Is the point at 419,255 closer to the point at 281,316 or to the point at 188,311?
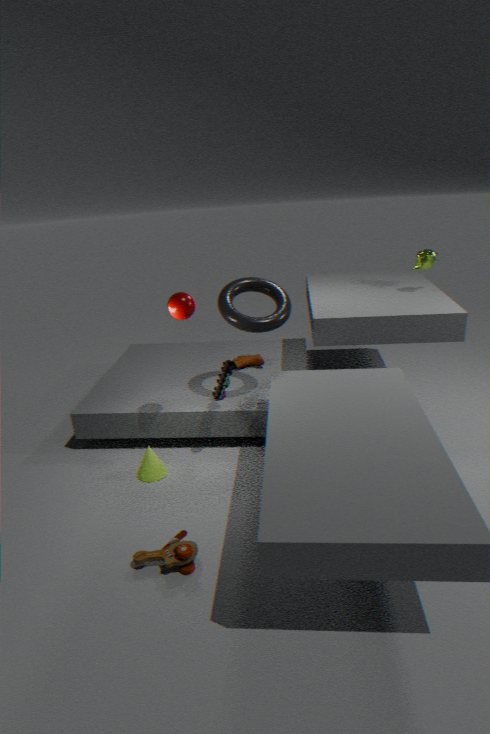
the point at 281,316
